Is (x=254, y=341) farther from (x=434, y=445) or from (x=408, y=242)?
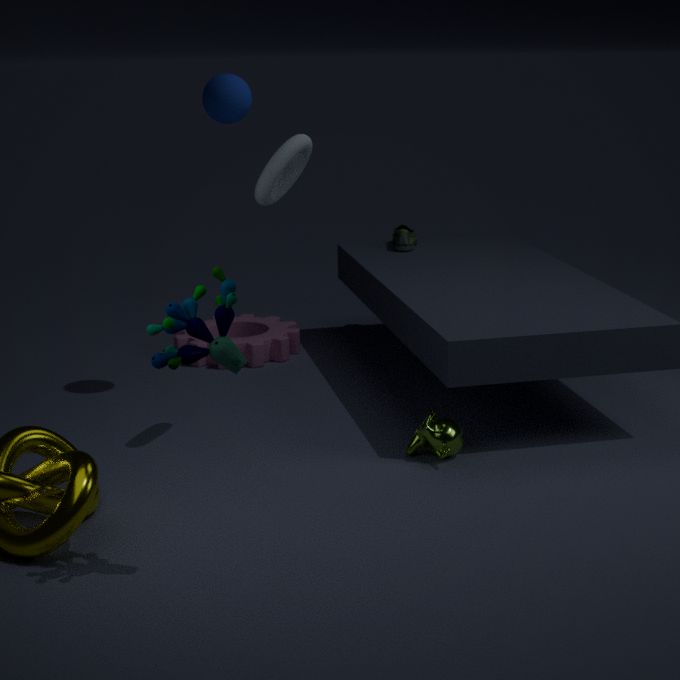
(x=434, y=445)
